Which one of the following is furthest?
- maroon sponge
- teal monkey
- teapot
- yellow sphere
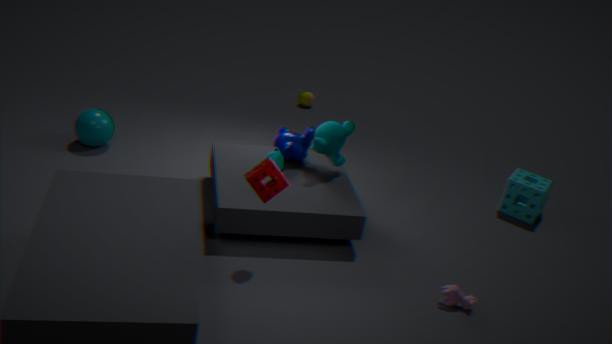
yellow sphere
